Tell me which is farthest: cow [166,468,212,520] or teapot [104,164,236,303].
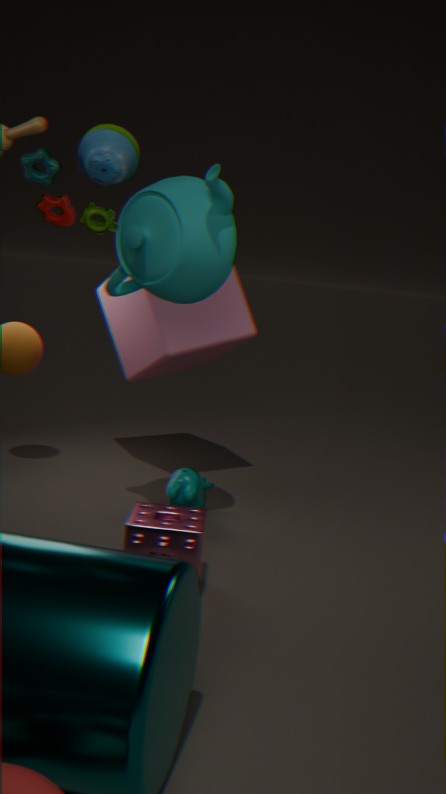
cow [166,468,212,520]
